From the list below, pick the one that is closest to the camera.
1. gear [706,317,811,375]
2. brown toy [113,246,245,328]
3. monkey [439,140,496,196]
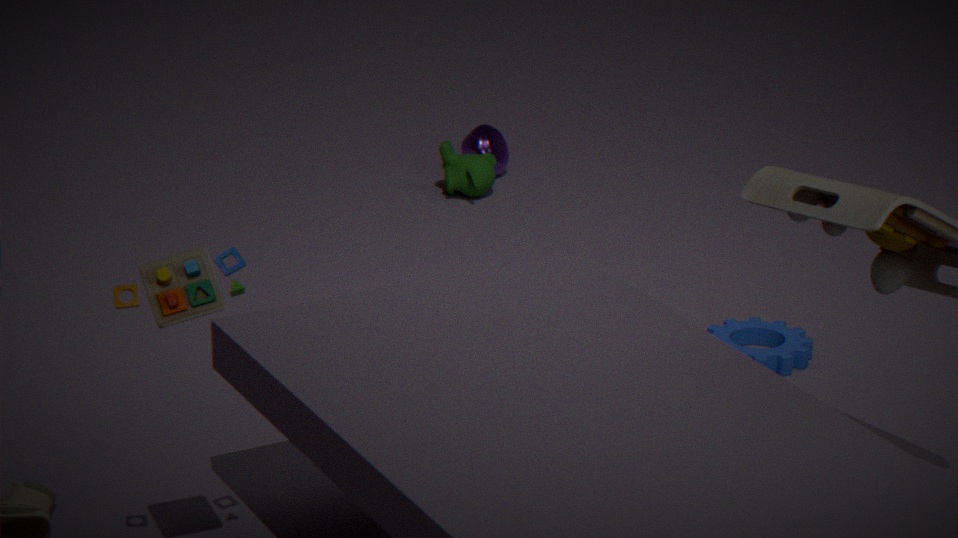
brown toy [113,246,245,328]
